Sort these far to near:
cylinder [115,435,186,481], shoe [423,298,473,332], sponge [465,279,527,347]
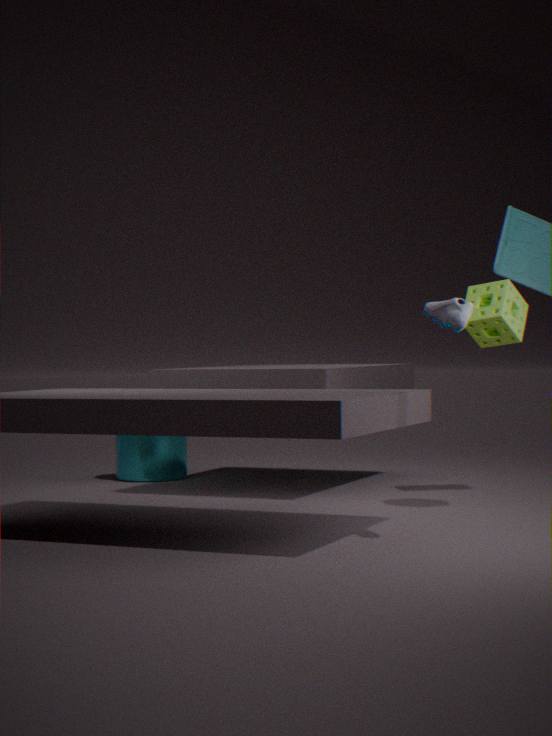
cylinder [115,435,186,481]
sponge [465,279,527,347]
shoe [423,298,473,332]
